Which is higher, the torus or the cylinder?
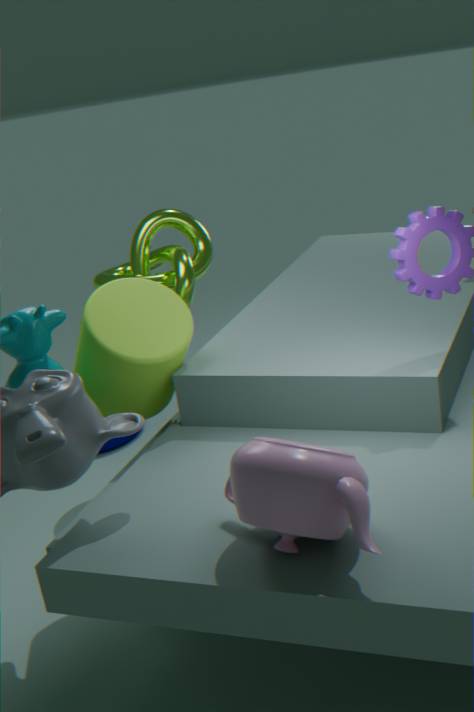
the cylinder
